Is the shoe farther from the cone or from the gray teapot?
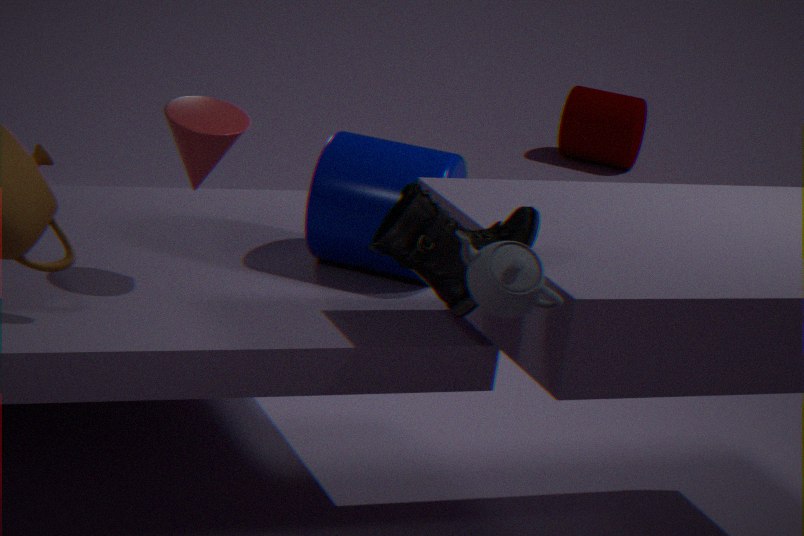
the cone
